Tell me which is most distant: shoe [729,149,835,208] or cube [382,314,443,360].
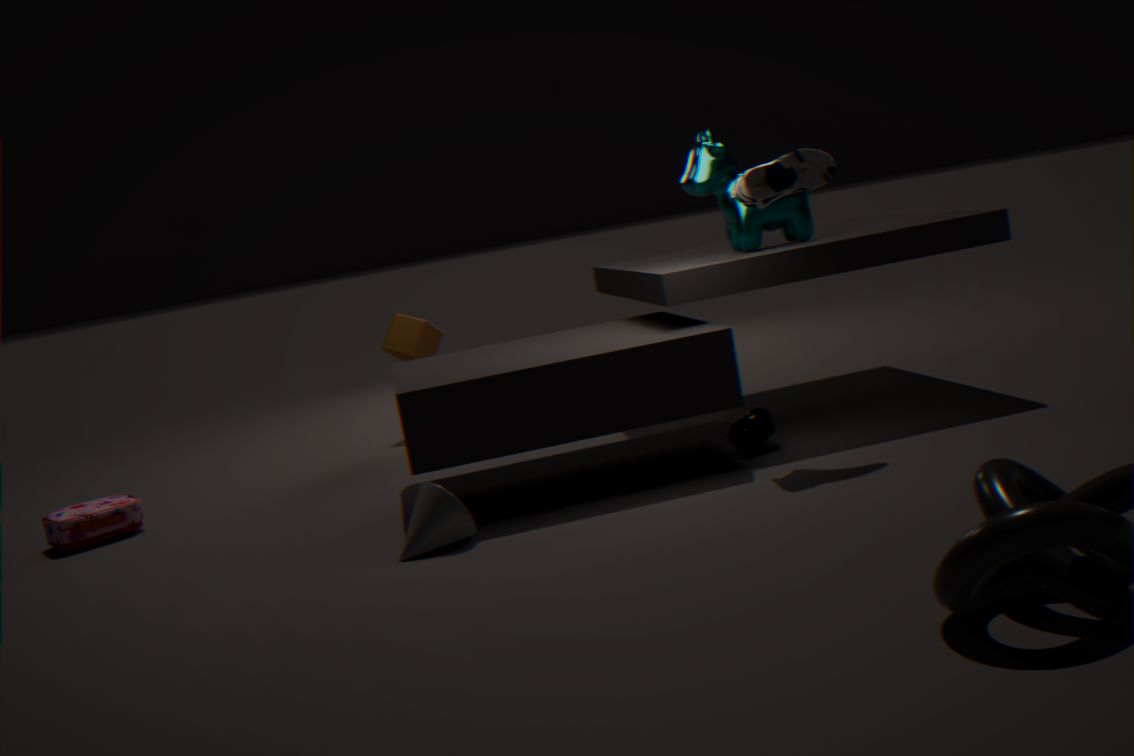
cube [382,314,443,360]
